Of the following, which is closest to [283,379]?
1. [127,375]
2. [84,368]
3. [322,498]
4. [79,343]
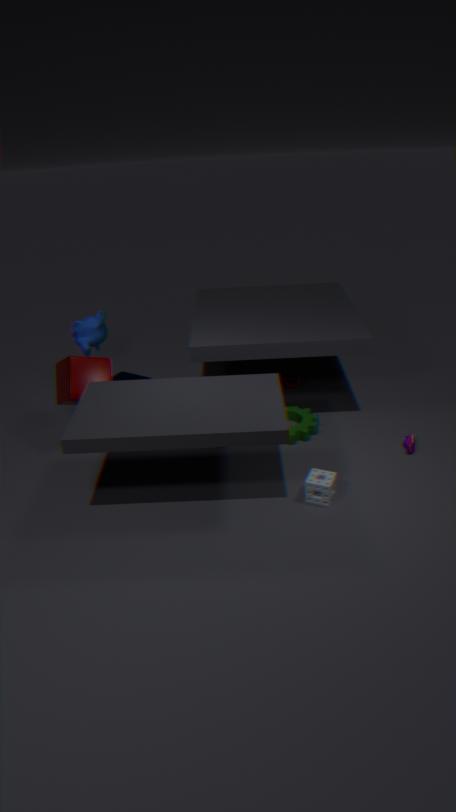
[127,375]
